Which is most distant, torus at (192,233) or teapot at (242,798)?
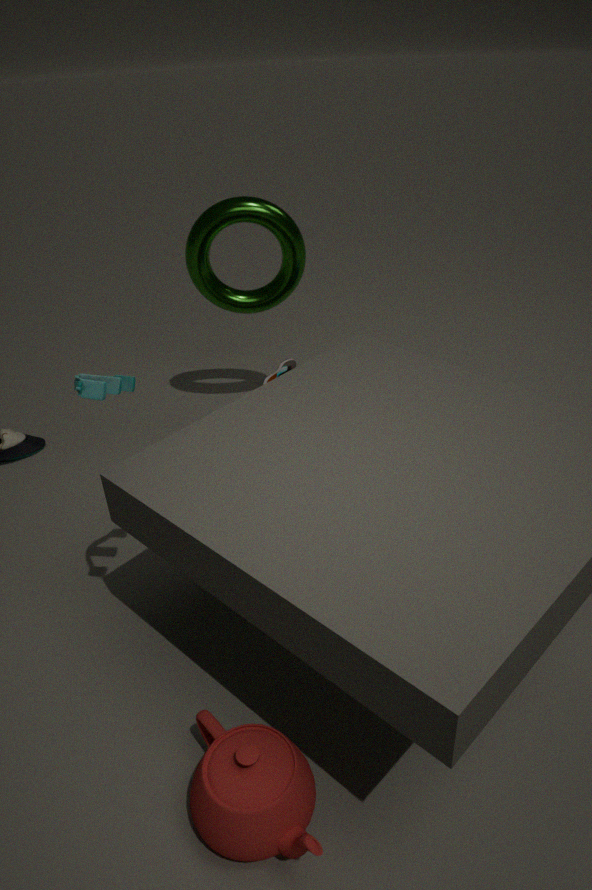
torus at (192,233)
